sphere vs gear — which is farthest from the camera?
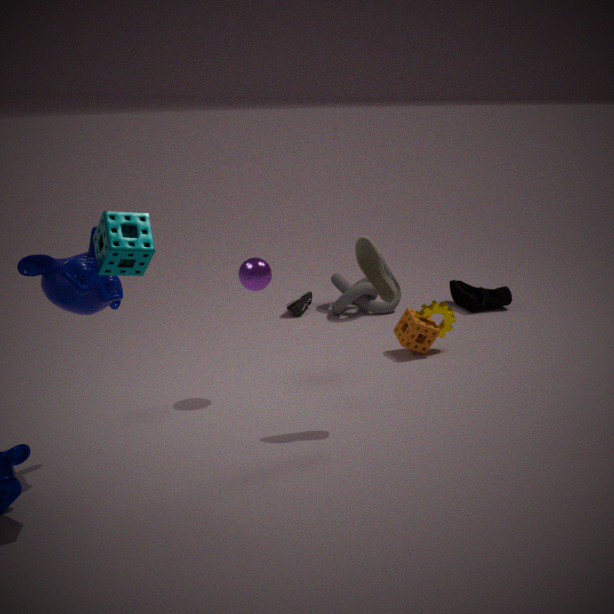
gear
